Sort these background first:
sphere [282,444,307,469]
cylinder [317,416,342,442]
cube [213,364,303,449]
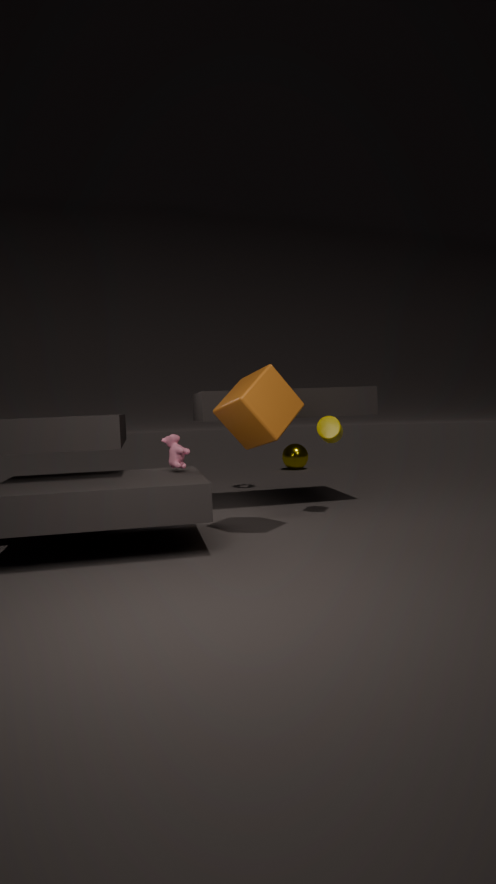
sphere [282,444,307,469] → cylinder [317,416,342,442] → cube [213,364,303,449]
